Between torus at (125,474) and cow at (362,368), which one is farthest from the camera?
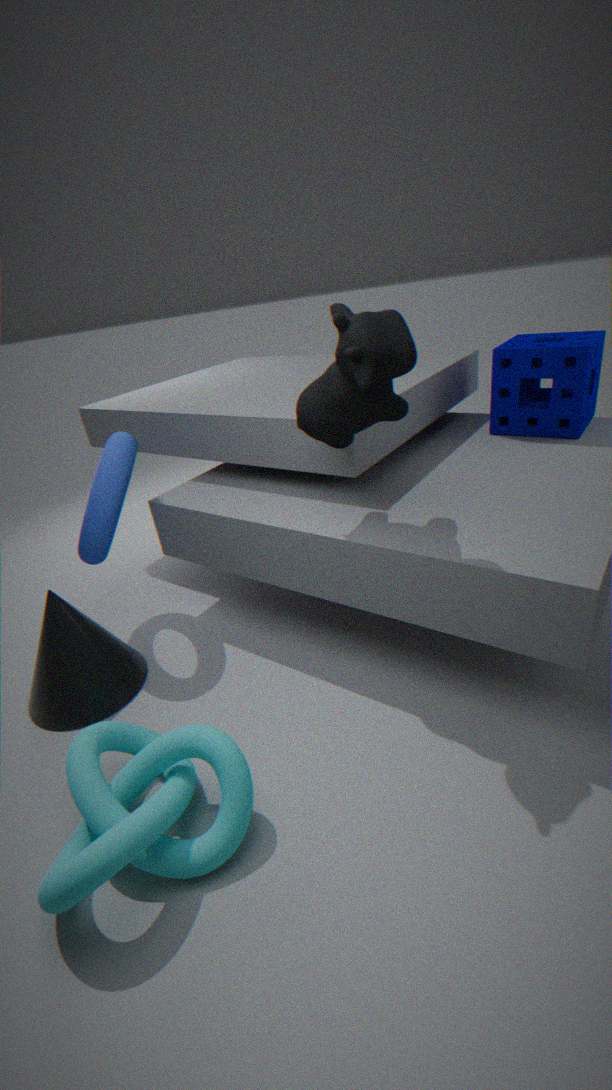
torus at (125,474)
